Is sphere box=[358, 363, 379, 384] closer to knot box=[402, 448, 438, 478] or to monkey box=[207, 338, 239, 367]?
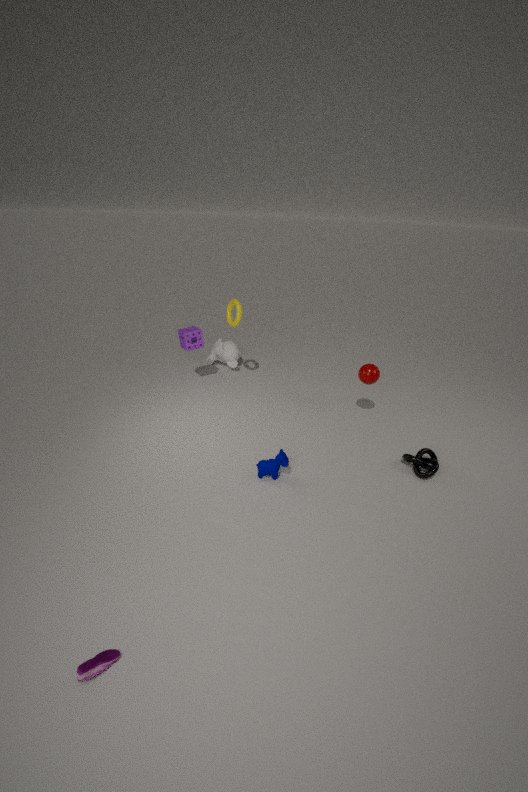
knot box=[402, 448, 438, 478]
